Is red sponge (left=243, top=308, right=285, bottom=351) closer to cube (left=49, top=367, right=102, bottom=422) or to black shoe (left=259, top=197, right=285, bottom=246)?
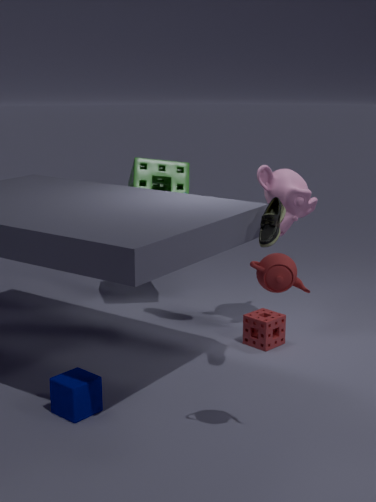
black shoe (left=259, top=197, right=285, bottom=246)
